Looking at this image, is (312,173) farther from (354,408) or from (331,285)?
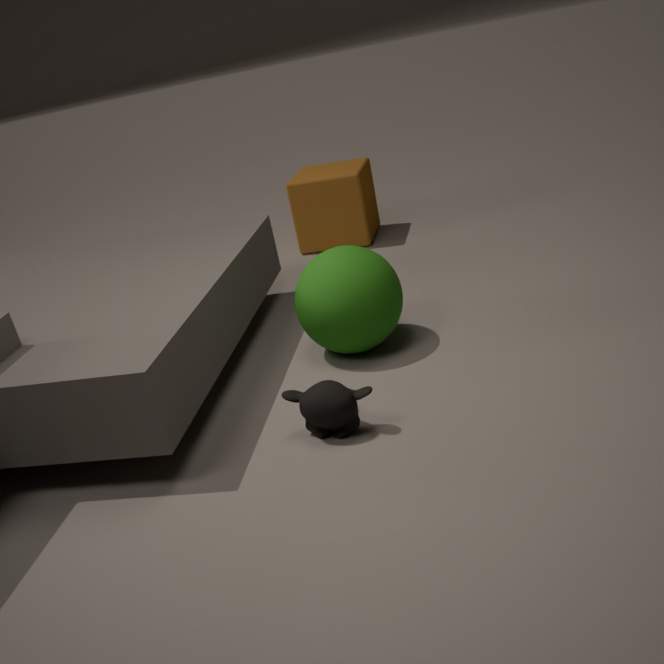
(354,408)
